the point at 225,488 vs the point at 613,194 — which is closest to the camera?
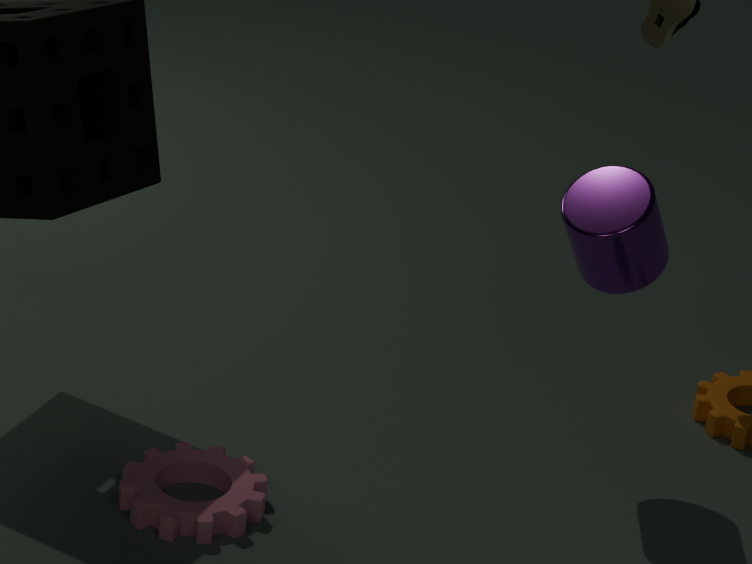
the point at 225,488
